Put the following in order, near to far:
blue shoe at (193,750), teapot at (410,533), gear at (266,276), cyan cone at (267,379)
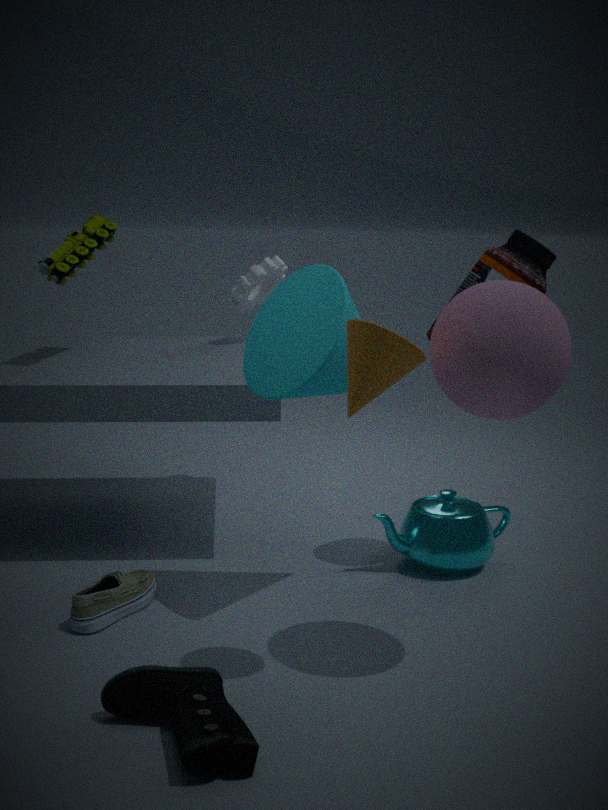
blue shoe at (193,750) → cyan cone at (267,379) → teapot at (410,533) → gear at (266,276)
